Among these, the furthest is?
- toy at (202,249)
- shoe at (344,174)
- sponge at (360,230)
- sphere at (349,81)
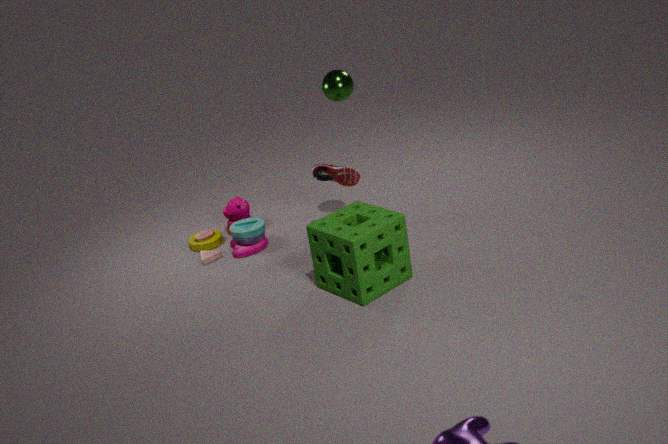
toy at (202,249)
